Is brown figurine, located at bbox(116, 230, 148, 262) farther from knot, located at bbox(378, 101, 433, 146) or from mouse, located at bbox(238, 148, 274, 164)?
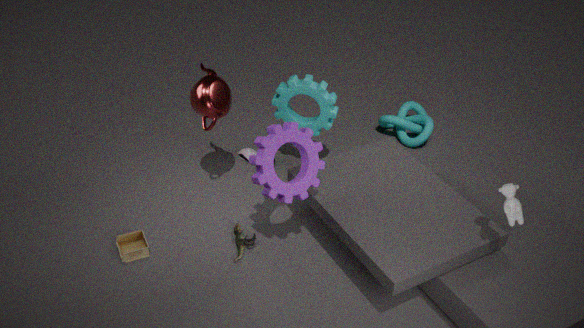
knot, located at bbox(378, 101, 433, 146)
